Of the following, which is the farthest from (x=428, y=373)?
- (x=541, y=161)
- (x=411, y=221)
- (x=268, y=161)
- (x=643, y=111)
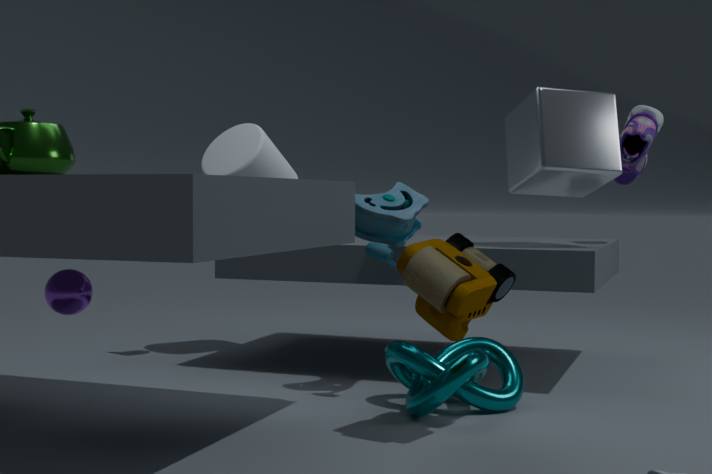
(x=268, y=161)
